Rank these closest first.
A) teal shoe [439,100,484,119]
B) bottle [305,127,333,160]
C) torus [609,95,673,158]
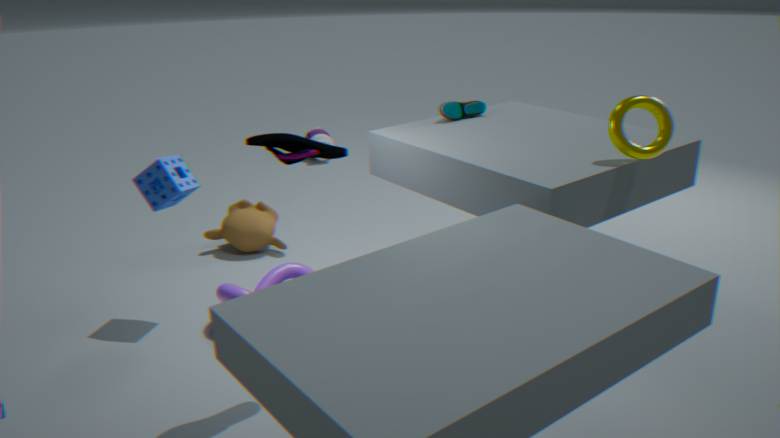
torus [609,95,673,158]
teal shoe [439,100,484,119]
bottle [305,127,333,160]
